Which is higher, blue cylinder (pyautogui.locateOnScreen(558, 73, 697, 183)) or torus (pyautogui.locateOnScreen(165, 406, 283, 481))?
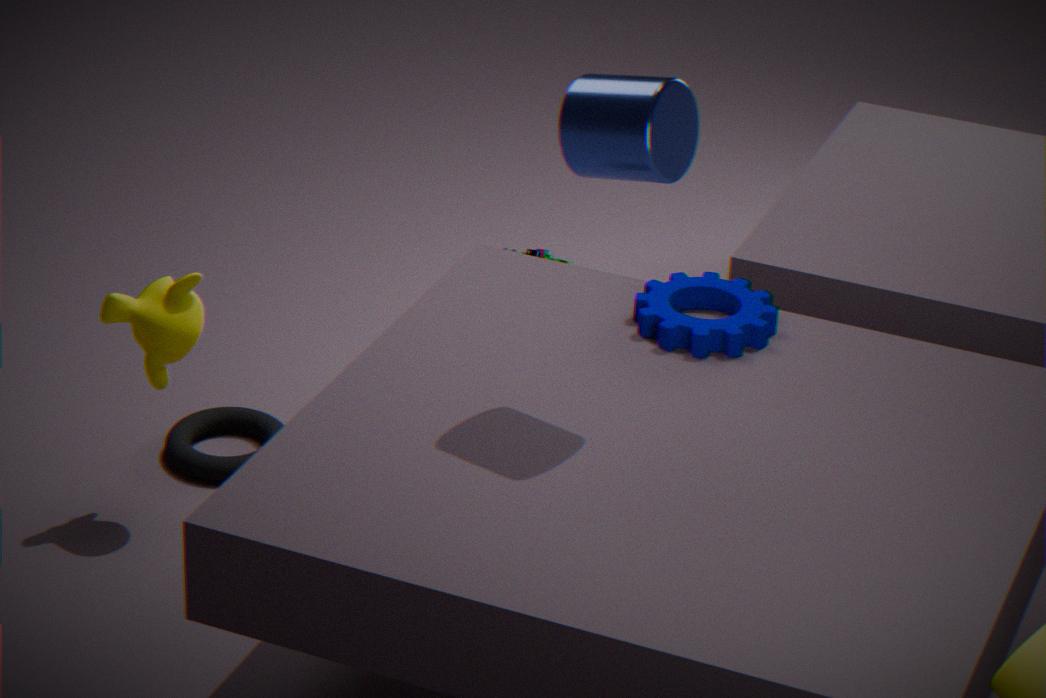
blue cylinder (pyautogui.locateOnScreen(558, 73, 697, 183))
